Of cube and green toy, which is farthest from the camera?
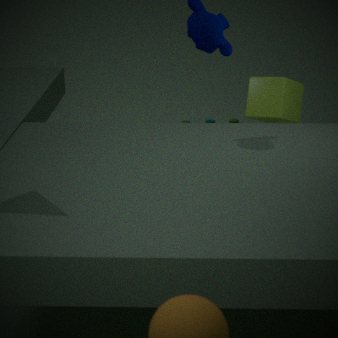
green toy
